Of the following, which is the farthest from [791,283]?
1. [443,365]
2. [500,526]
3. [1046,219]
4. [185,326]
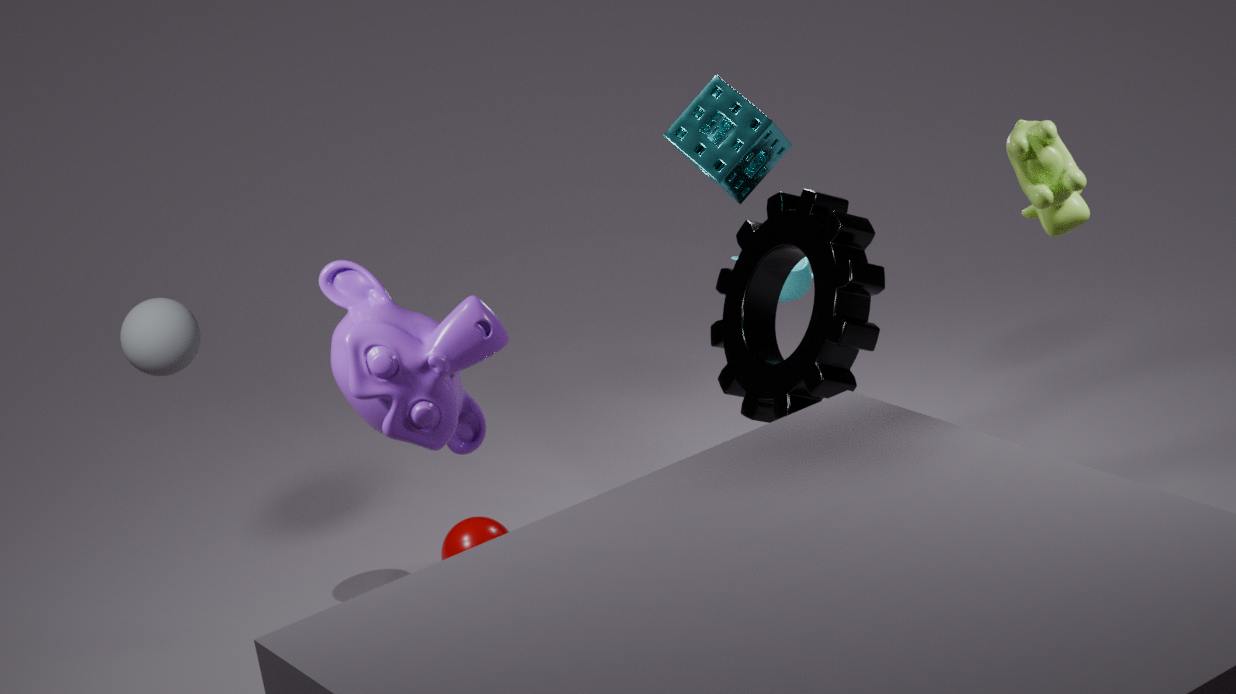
[1046,219]
